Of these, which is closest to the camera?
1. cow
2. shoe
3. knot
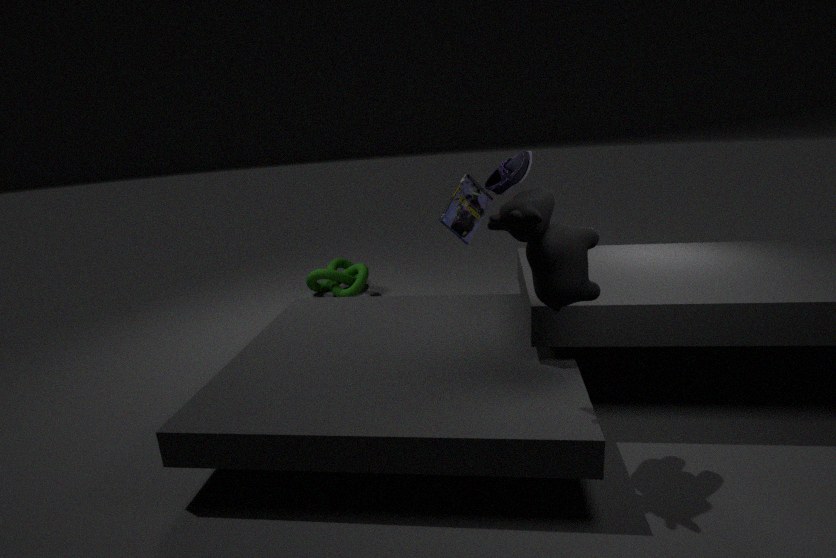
cow
